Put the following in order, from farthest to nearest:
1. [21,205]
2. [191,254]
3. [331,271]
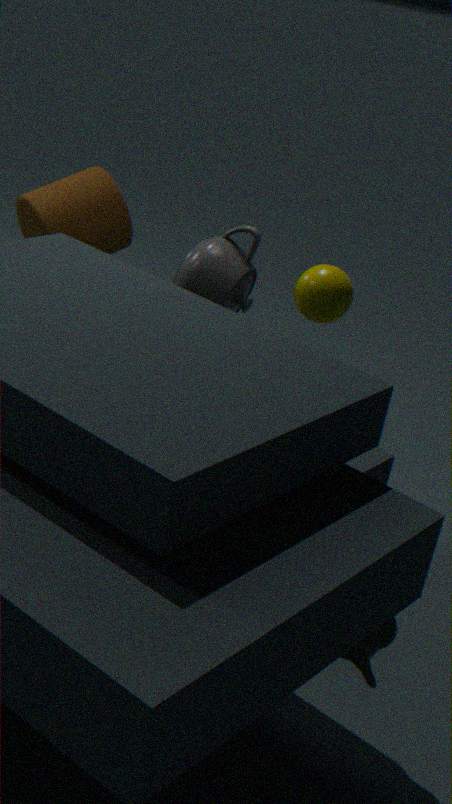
[21,205], [191,254], [331,271]
